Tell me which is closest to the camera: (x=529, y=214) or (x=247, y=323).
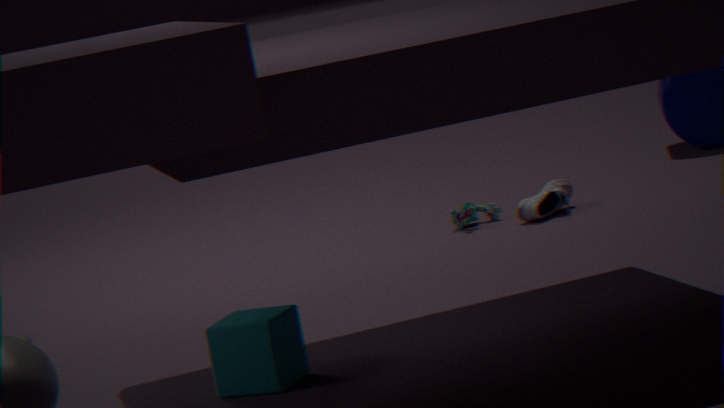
(x=247, y=323)
